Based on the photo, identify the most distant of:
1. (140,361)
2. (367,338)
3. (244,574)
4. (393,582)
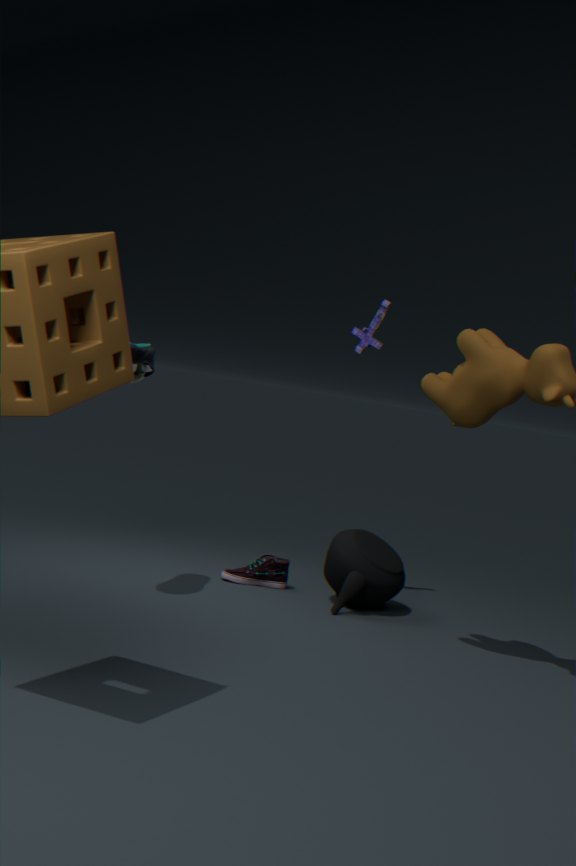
(367,338)
